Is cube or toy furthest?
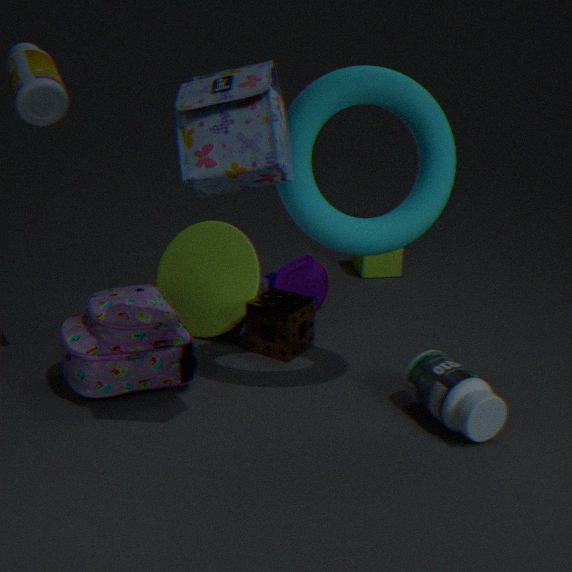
cube
